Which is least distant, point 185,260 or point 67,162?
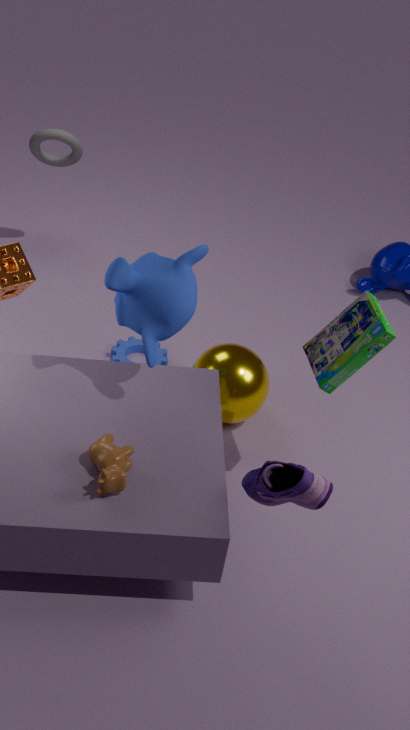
point 185,260
